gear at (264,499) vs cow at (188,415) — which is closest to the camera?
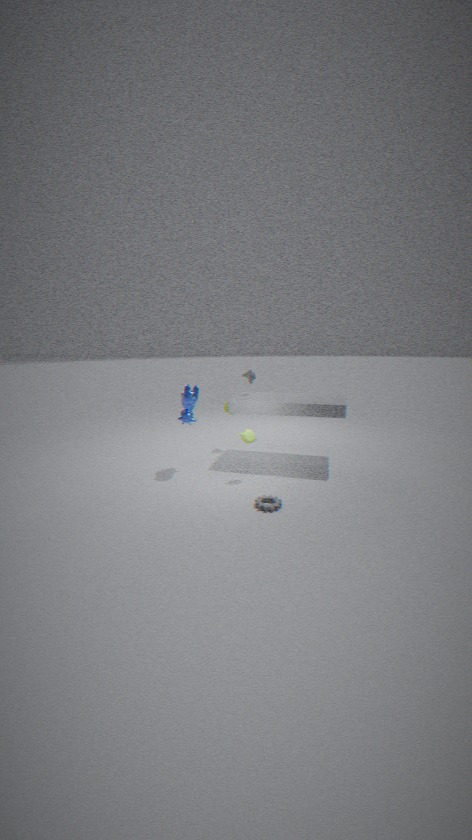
gear at (264,499)
